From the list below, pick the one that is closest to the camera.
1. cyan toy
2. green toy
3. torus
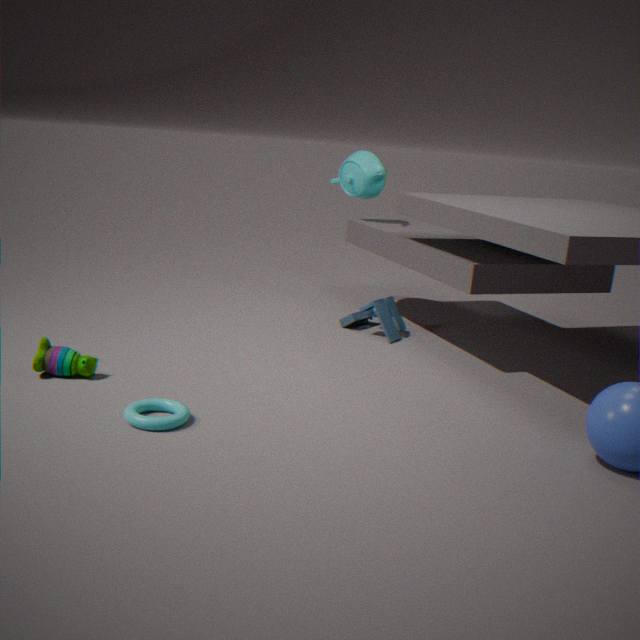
torus
